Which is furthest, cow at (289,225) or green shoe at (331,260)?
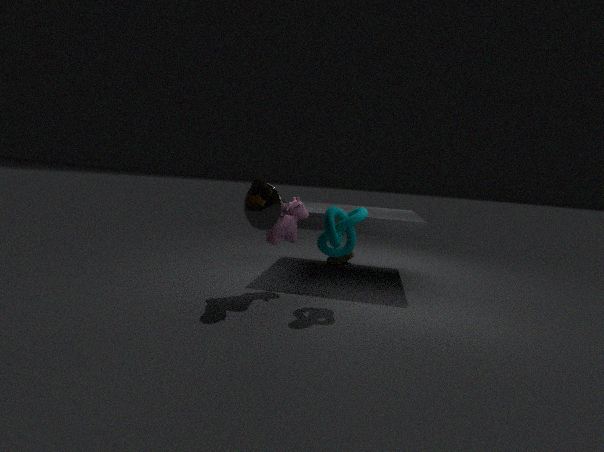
green shoe at (331,260)
